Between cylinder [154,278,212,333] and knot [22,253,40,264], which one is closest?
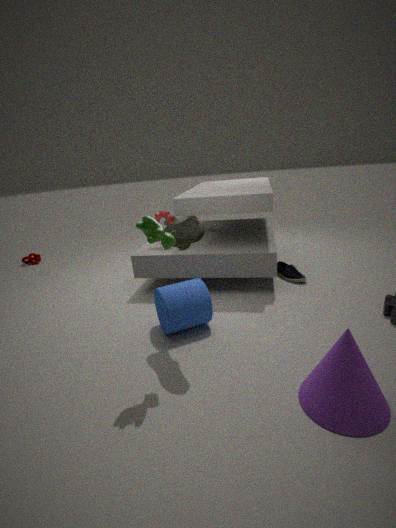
cylinder [154,278,212,333]
